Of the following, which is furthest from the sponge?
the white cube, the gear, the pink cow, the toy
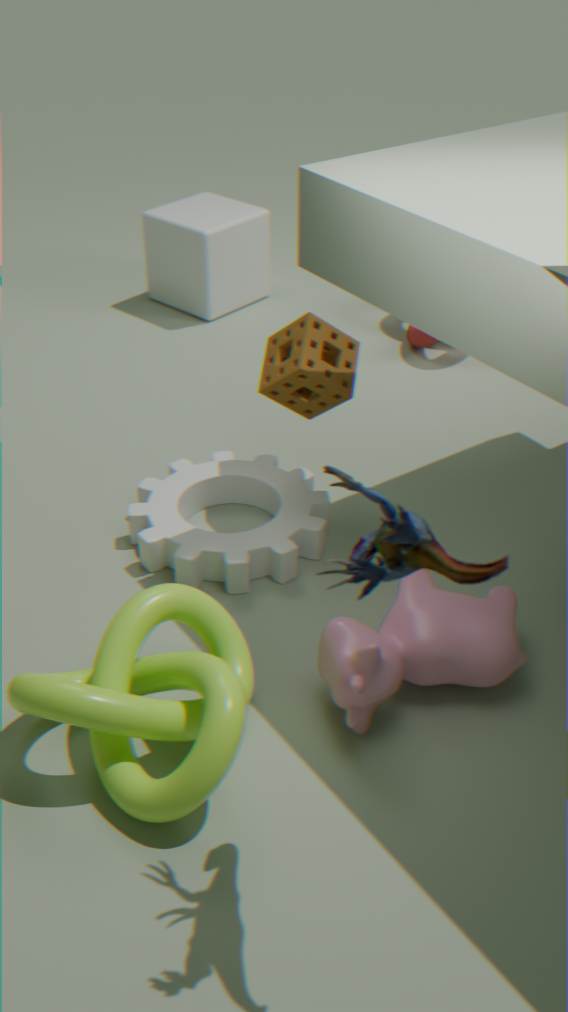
the white cube
